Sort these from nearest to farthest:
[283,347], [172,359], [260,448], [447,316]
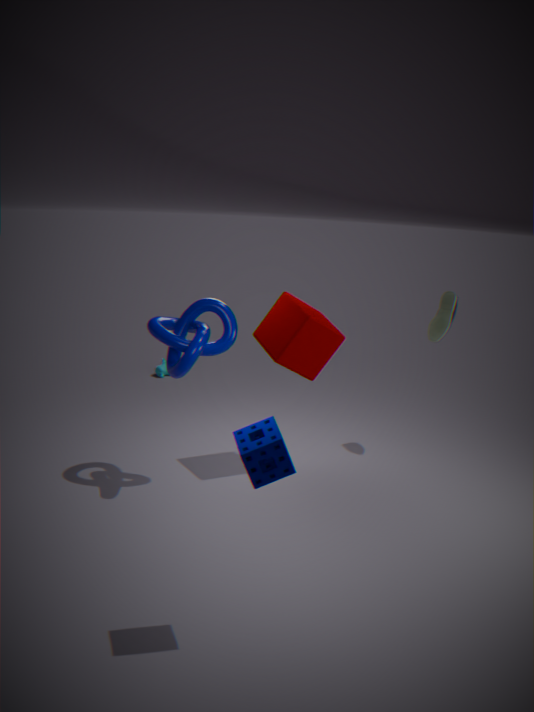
[260,448] < [172,359] < [283,347] < [447,316]
